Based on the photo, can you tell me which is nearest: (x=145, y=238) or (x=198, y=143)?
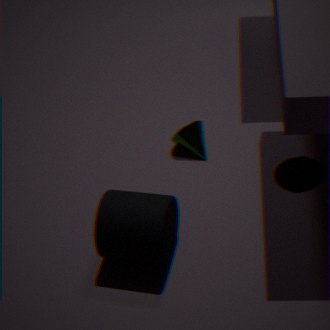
(x=145, y=238)
